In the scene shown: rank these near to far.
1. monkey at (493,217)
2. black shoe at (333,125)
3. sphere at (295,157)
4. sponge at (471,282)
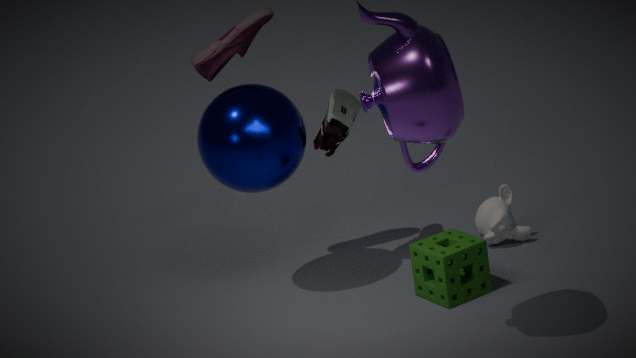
1. sphere at (295,157)
2. sponge at (471,282)
3. black shoe at (333,125)
4. monkey at (493,217)
